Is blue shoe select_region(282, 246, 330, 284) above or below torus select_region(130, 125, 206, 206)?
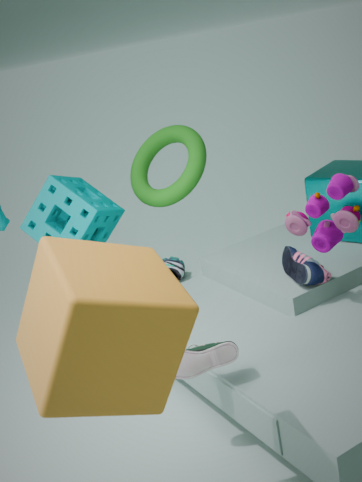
below
